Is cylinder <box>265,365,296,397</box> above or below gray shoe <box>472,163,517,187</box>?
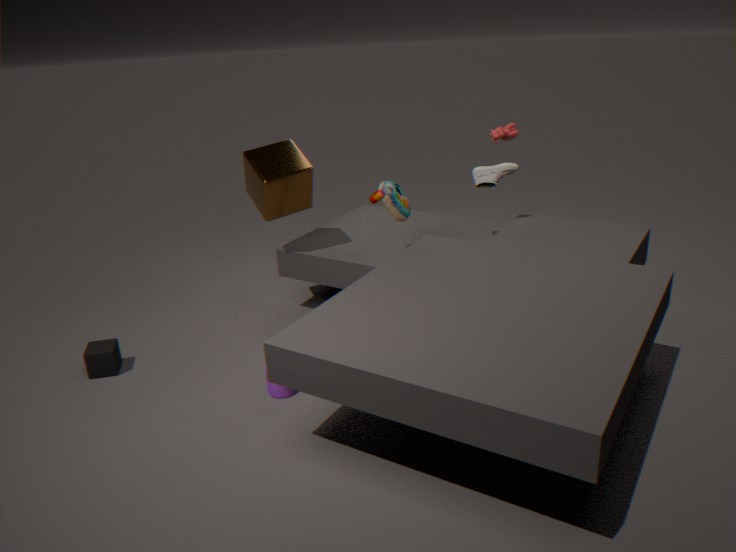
below
